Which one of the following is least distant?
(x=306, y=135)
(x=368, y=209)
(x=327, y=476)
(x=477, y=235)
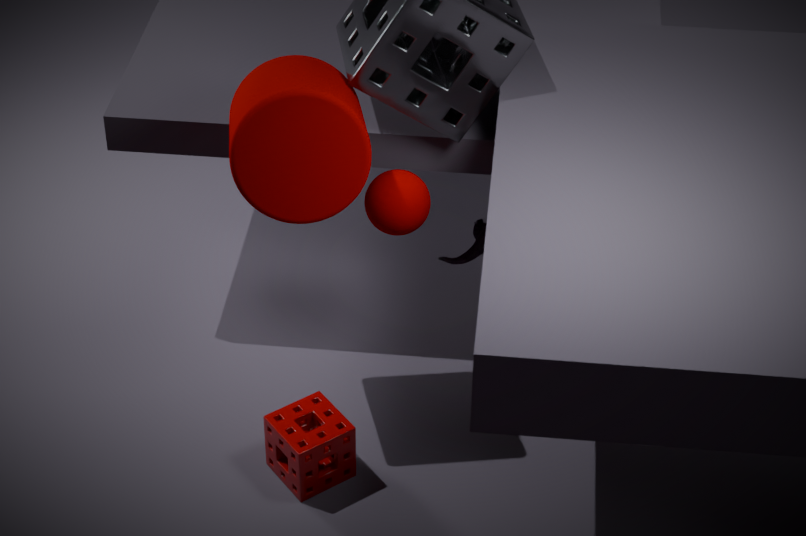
(x=306, y=135)
